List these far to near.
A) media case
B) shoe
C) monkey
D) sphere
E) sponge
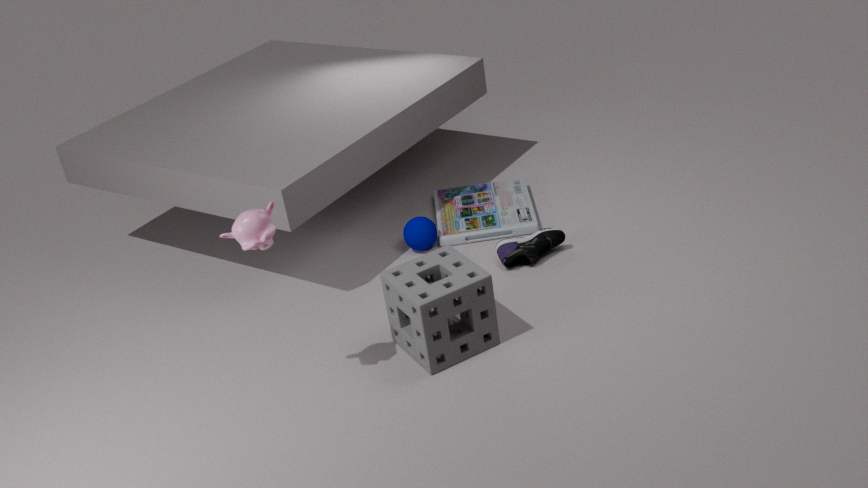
1. media case
2. sphere
3. shoe
4. sponge
5. monkey
